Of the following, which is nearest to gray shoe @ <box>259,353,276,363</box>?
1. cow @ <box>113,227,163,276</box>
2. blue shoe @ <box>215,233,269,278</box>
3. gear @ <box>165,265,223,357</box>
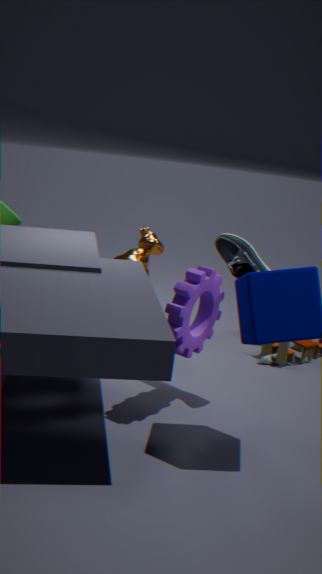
gear @ <box>165,265,223,357</box>
